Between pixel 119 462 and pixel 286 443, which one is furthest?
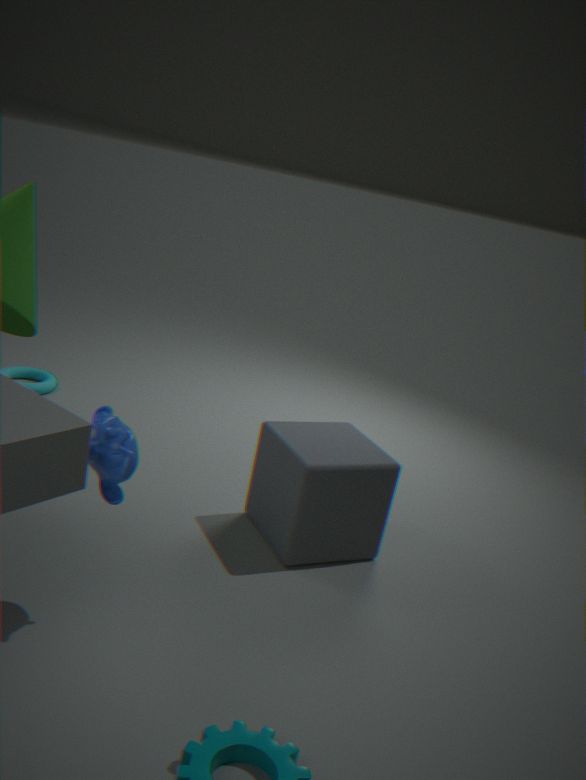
pixel 286 443
